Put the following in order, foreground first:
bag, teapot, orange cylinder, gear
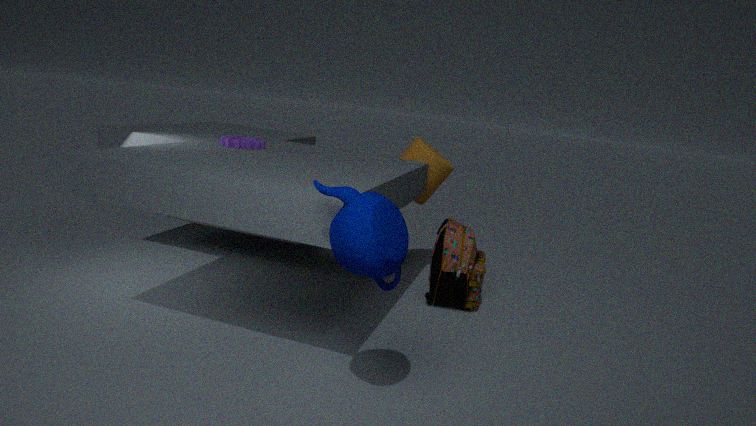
teapot
gear
bag
orange cylinder
